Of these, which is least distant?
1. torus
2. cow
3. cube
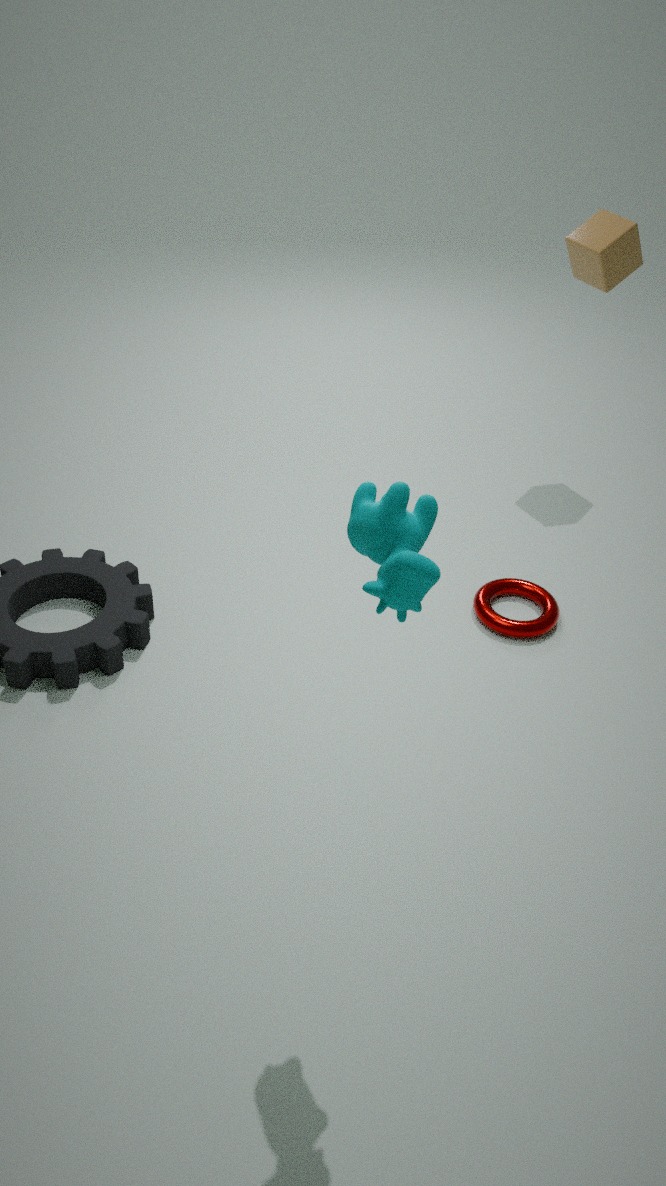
cow
